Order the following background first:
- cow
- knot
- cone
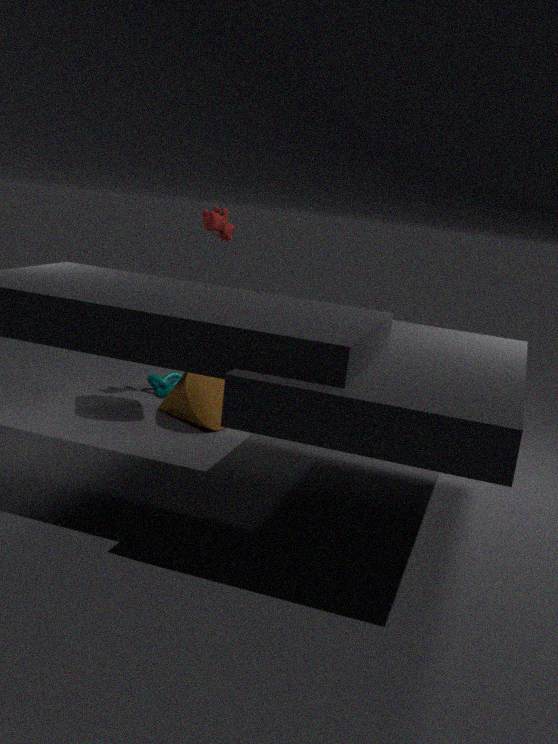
knot < cow < cone
